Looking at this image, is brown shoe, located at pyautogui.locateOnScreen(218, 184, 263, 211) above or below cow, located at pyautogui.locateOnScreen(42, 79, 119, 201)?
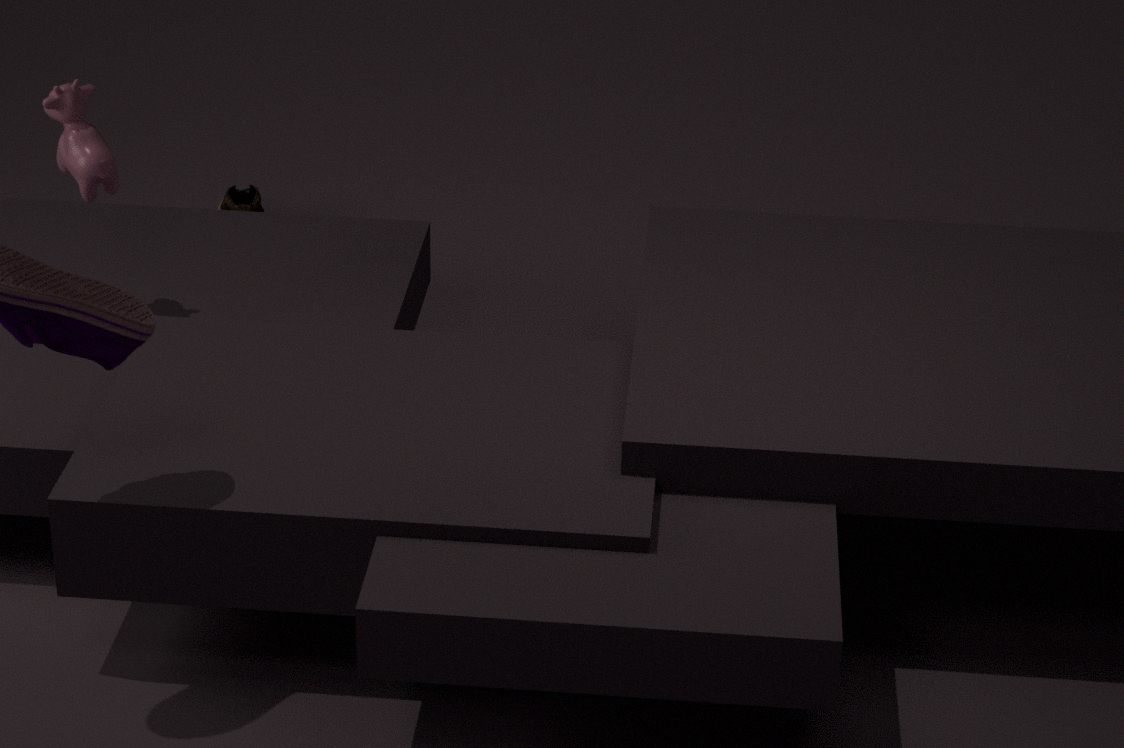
below
